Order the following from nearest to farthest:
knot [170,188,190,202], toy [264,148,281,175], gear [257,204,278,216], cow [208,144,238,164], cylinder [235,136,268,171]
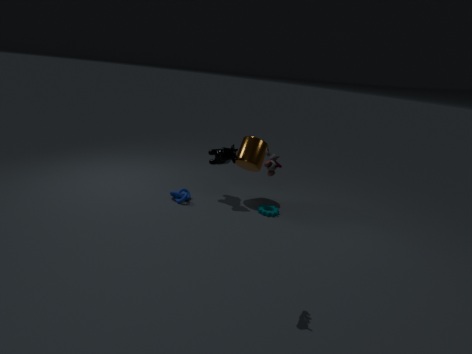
1. toy [264,148,281,175]
2. cow [208,144,238,164]
3. gear [257,204,278,216]
4. knot [170,188,190,202]
5. cylinder [235,136,268,171]
